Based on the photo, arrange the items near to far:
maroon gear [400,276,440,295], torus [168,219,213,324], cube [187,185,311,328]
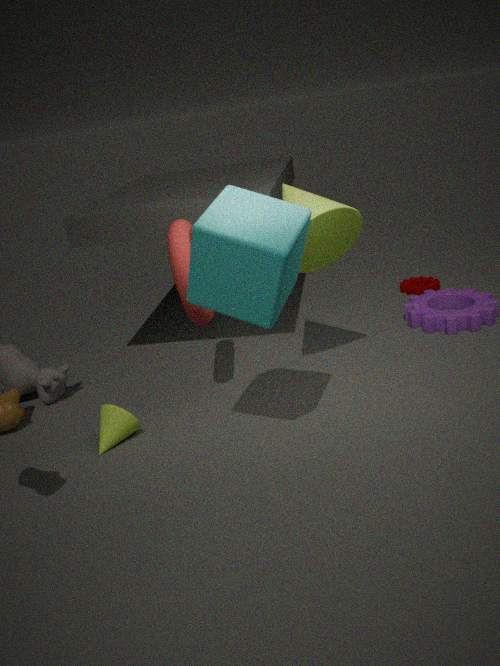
cube [187,185,311,328], torus [168,219,213,324], maroon gear [400,276,440,295]
